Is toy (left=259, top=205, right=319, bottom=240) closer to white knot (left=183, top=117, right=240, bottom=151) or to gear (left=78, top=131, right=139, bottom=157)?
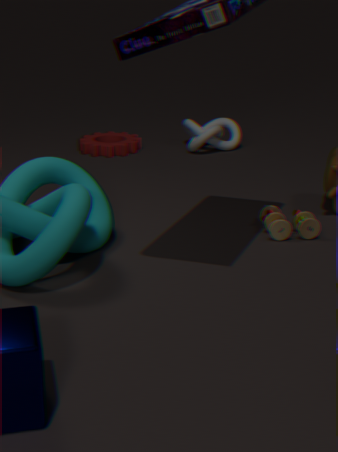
white knot (left=183, top=117, right=240, bottom=151)
